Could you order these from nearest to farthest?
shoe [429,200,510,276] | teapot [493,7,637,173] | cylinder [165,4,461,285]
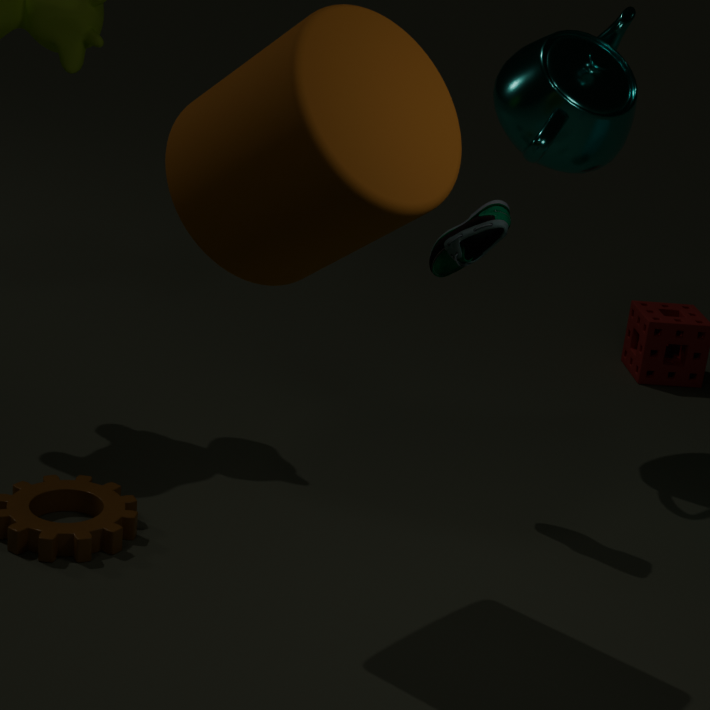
cylinder [165,4,461,285]
shoe [429,200,510,276]
teapot [493,7,637,173]
